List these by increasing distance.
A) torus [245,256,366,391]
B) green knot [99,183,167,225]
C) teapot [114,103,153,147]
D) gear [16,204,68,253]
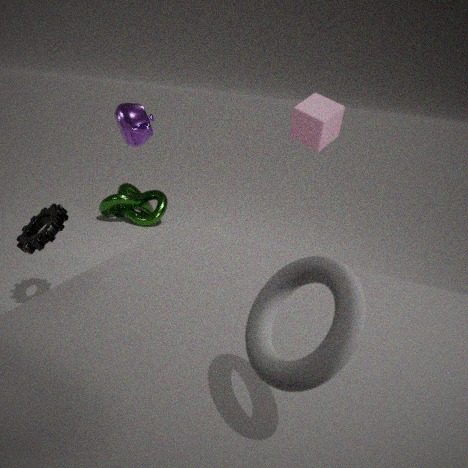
torus [245,256,366,391] → teapot [114,103,153,147] → gear [16,204,68,253] → green knot [99,183,167,225]
